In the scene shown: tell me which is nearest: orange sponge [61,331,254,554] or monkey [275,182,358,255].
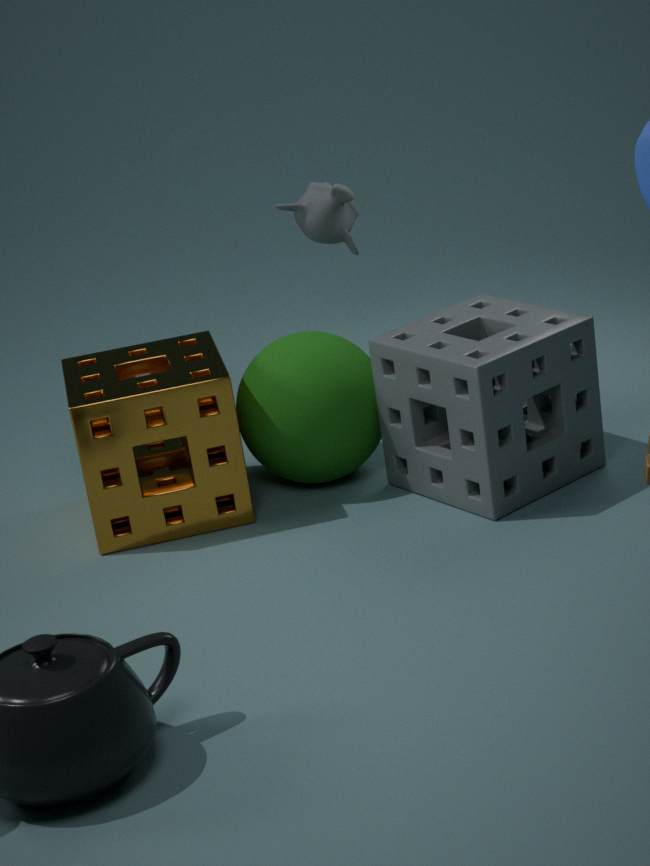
orange sponge [61,331,254,554]
